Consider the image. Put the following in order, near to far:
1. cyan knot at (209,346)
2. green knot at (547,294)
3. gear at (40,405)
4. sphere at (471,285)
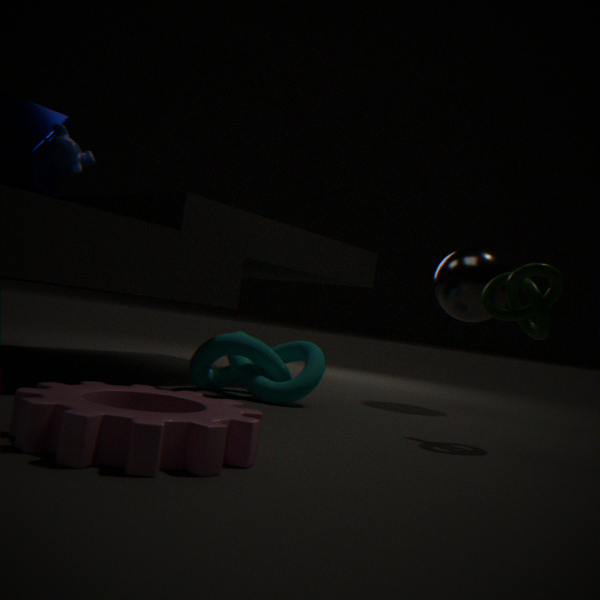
gear at (40,405) → green knot at (547,294) → cyan knot at (209,346) → sphere at (471,285)
